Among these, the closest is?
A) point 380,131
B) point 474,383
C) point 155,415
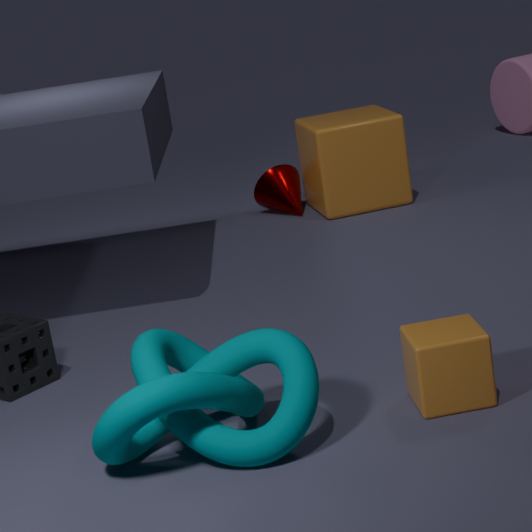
point 155,415
